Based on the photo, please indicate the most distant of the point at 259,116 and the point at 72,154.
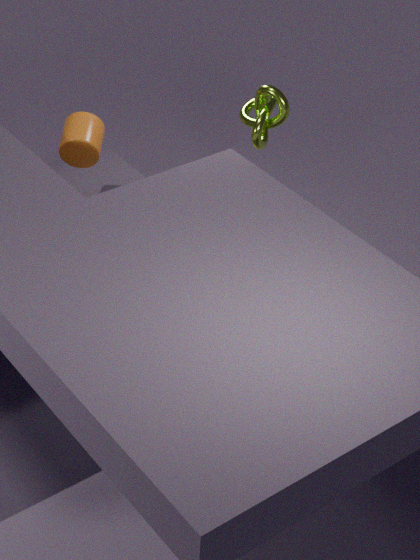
the point at 72,154
